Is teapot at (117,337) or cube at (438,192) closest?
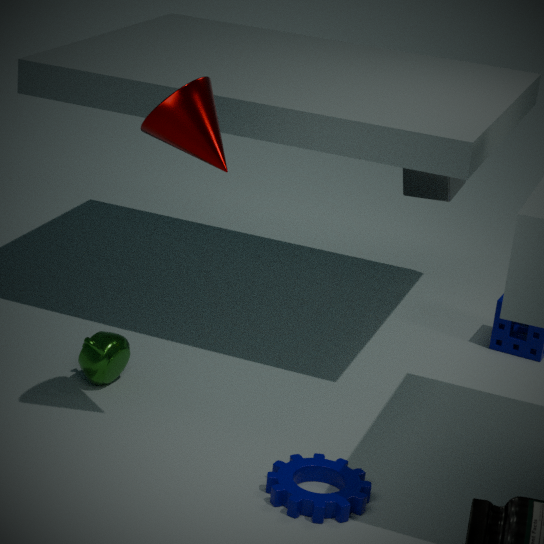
teapot at (117,337)
